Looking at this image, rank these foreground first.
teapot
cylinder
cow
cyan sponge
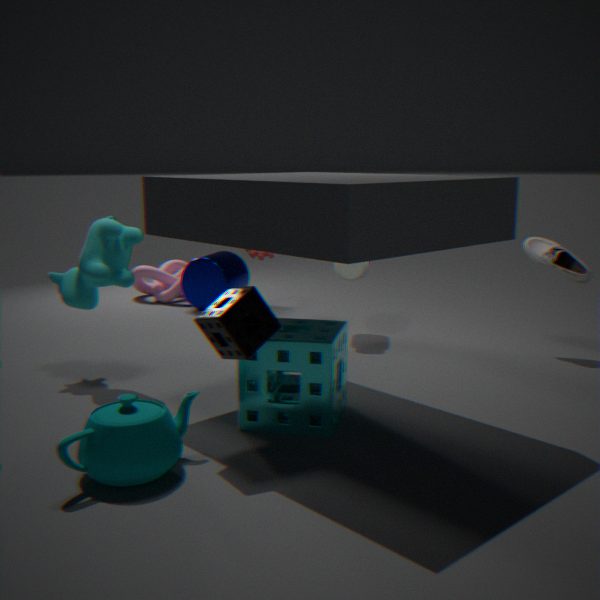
teapot, cyan sponge, cow, cylinder
